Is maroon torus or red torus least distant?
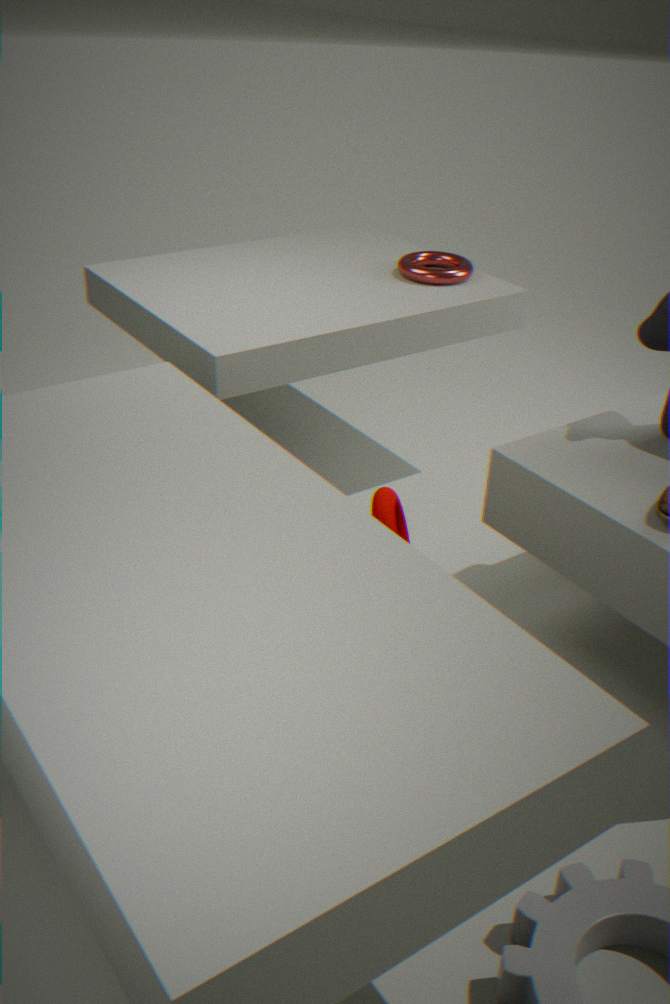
maroon torus
